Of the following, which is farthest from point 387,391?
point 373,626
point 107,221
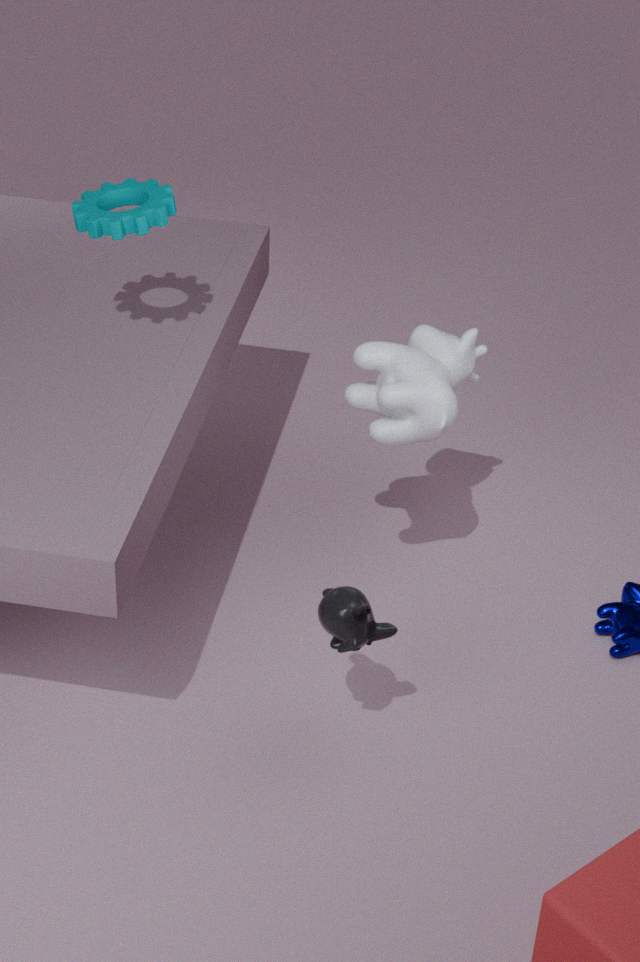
point 107,221
